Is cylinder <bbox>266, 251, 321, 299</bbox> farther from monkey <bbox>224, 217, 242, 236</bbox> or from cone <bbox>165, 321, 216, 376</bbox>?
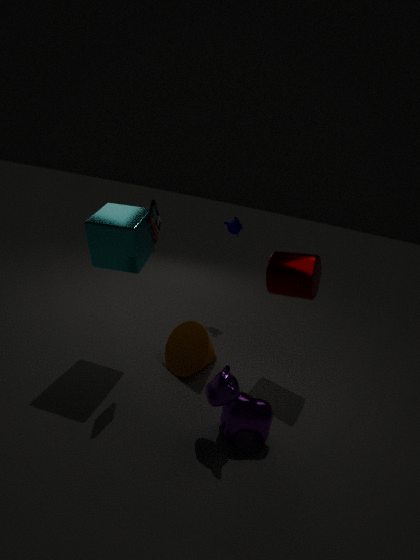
monkey <bbox>224, 217, 242, 236</bbox>
